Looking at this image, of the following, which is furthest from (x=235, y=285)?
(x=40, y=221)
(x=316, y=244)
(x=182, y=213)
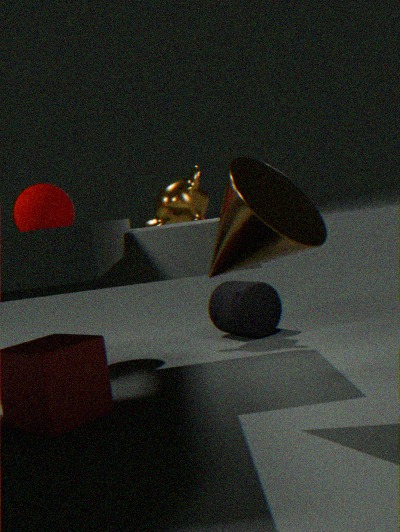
(x=316, y=244)
